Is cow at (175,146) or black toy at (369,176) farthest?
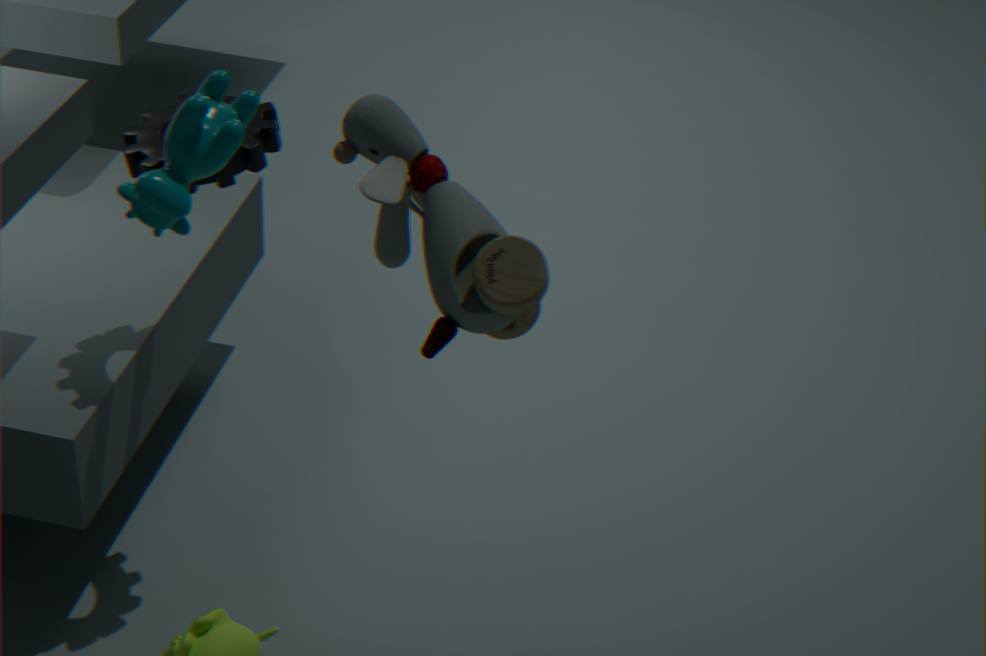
cow at (175,146)
